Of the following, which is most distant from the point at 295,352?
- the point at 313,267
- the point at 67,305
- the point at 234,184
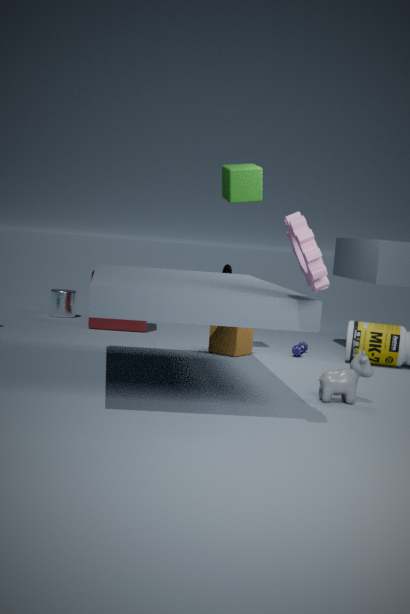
the point at 313,267
